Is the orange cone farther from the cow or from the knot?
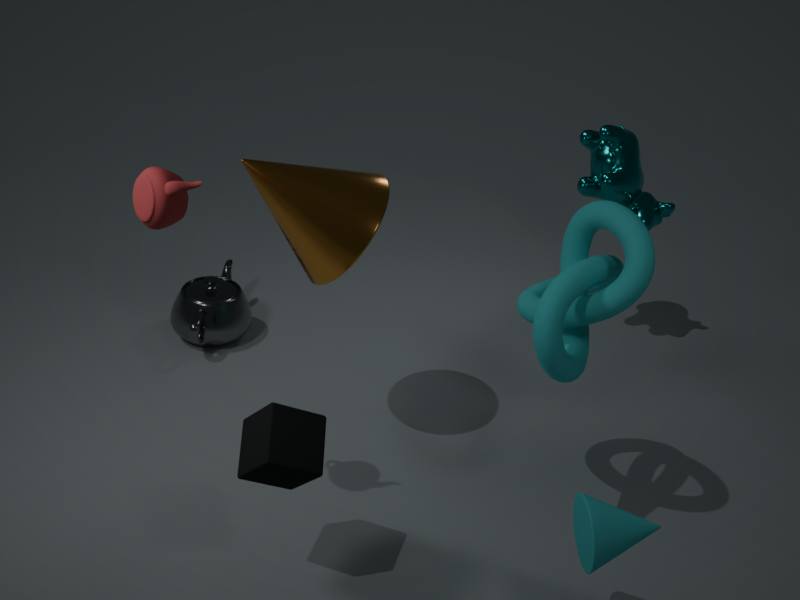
the cow
